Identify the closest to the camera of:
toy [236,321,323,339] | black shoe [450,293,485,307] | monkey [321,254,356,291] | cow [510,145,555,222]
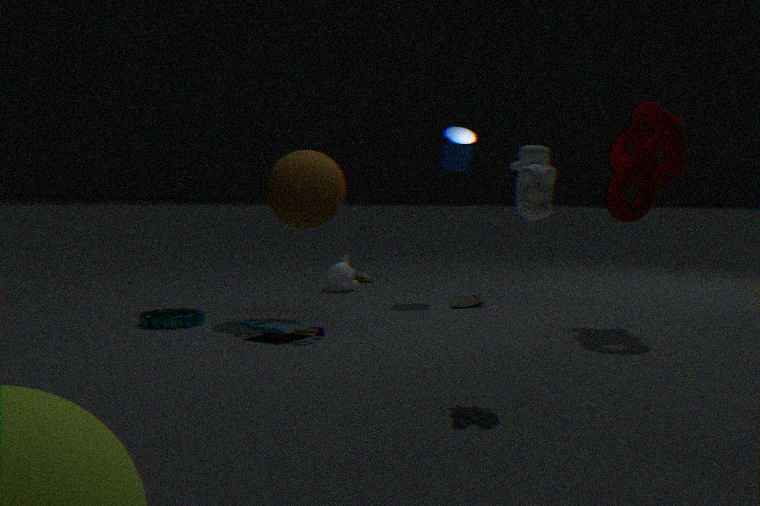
cow [510,145,555,222]
